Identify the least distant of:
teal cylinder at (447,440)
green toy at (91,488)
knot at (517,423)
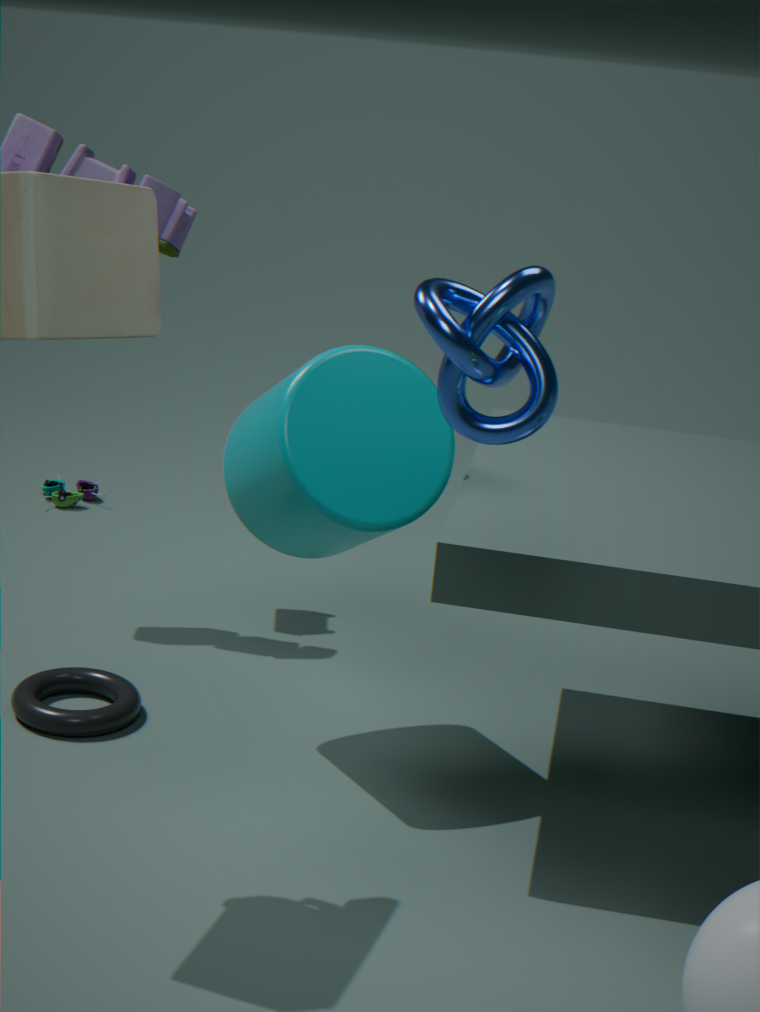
knot at (517,423)
